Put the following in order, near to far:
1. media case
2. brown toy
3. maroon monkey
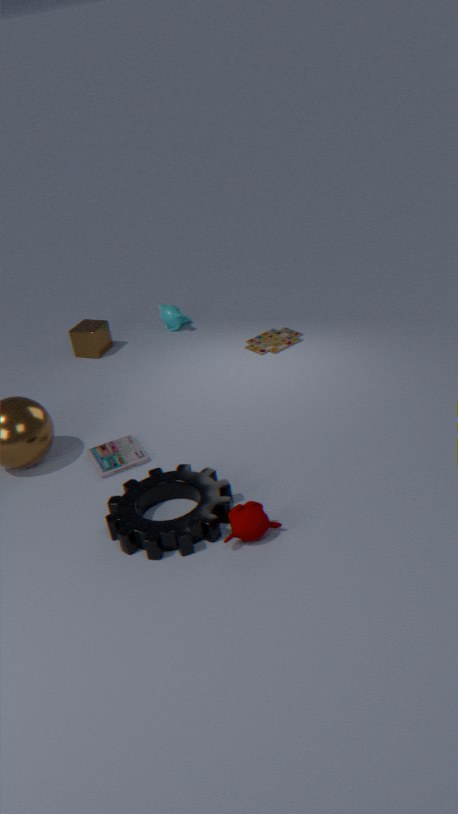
1. maroon monkey
2. media case
3. brown toy
